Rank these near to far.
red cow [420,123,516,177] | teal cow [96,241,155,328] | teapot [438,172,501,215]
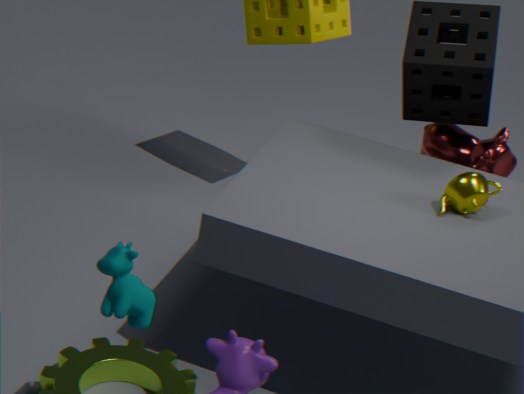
teal cow [96,241,155,328]
teapot [438,172,501,215]
red cow [420,123,516,177]
